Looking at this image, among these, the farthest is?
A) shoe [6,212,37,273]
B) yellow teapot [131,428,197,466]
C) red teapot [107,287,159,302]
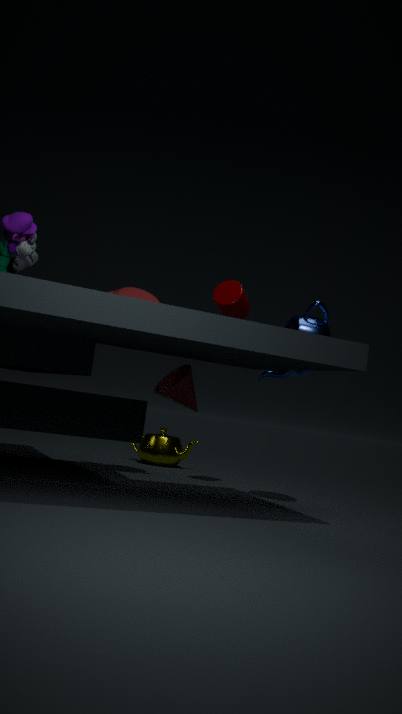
yellow teapot [131,428,197,466]
